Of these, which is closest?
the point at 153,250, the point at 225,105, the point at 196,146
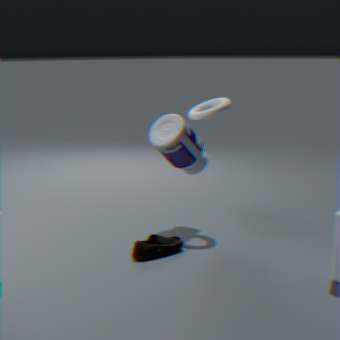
the point at 153,250
